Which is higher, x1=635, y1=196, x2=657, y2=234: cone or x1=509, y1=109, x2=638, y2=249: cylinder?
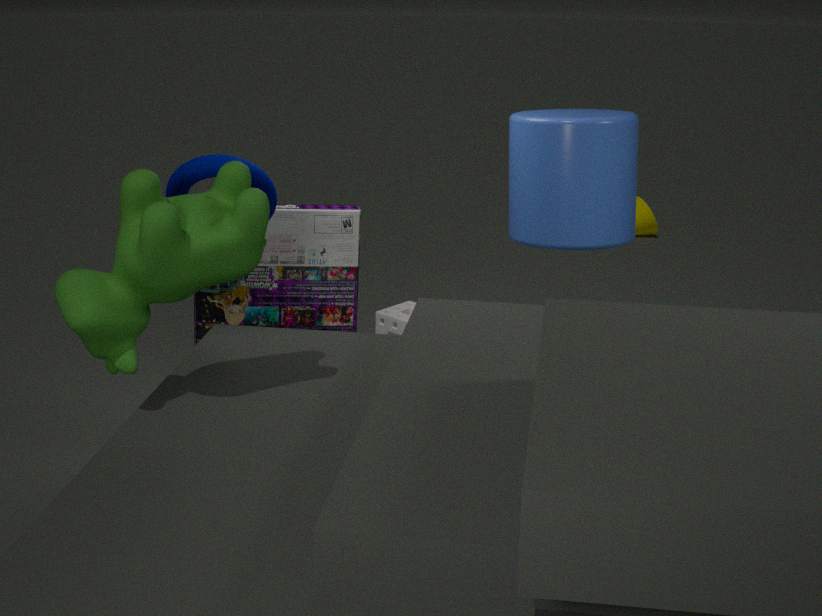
x1=509, y1=109, x2=638, y2=249: cylinder
